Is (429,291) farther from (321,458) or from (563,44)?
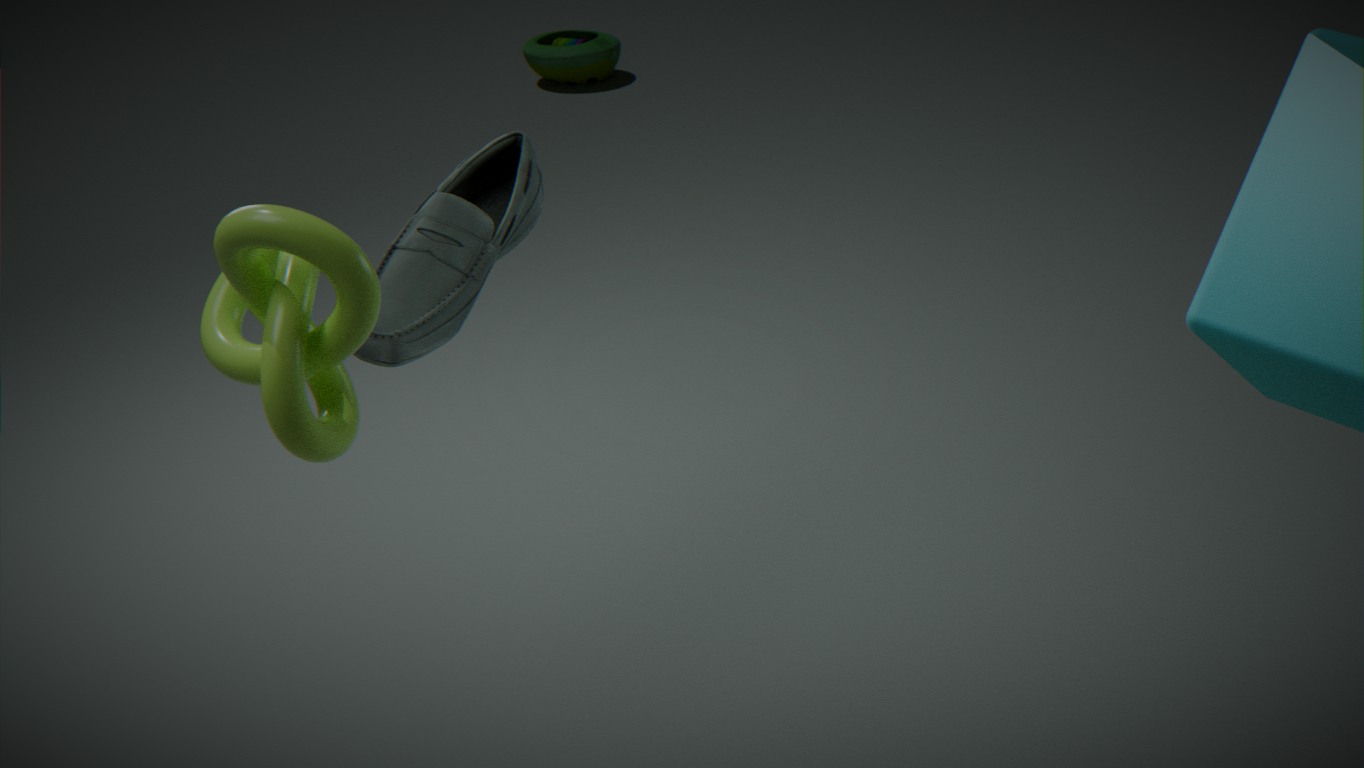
(563,44)
